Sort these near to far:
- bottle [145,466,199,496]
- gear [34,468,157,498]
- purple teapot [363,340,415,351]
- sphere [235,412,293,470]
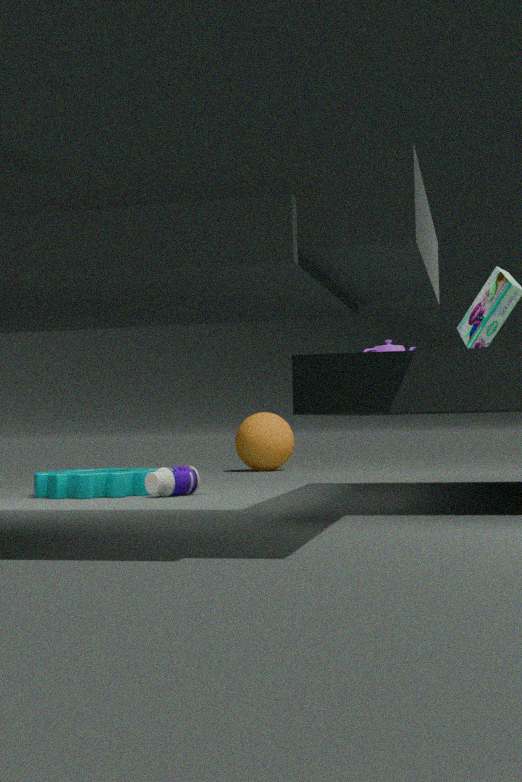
bottle [145,466,199,496] → gear [34,468,157,498] → purple teapot [363,340,415,351] → sphere [235,412,293,470]
